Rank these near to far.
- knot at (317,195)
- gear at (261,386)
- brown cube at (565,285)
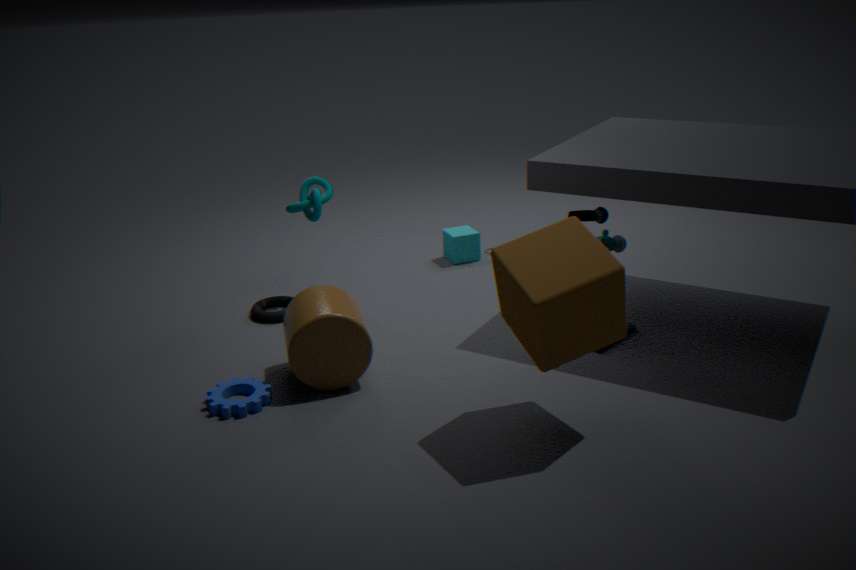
brown cube at (565,285) → gear at (261,386) → knot at (317,195)
